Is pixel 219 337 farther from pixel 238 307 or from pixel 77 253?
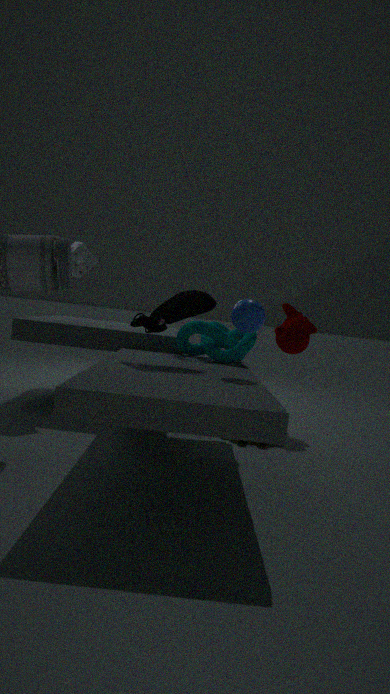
pixel 77 253
